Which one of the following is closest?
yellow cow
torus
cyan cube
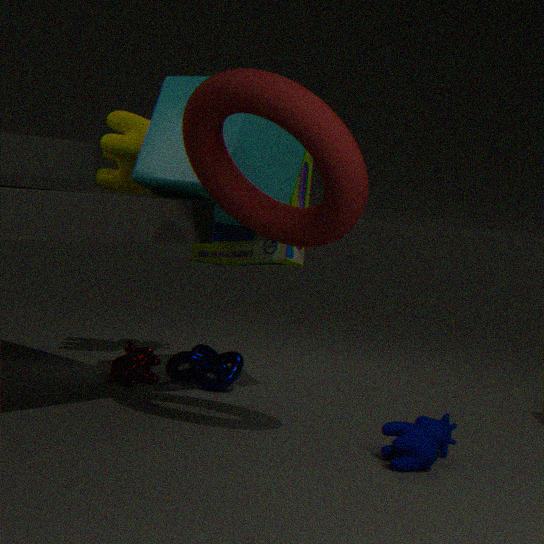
torus
